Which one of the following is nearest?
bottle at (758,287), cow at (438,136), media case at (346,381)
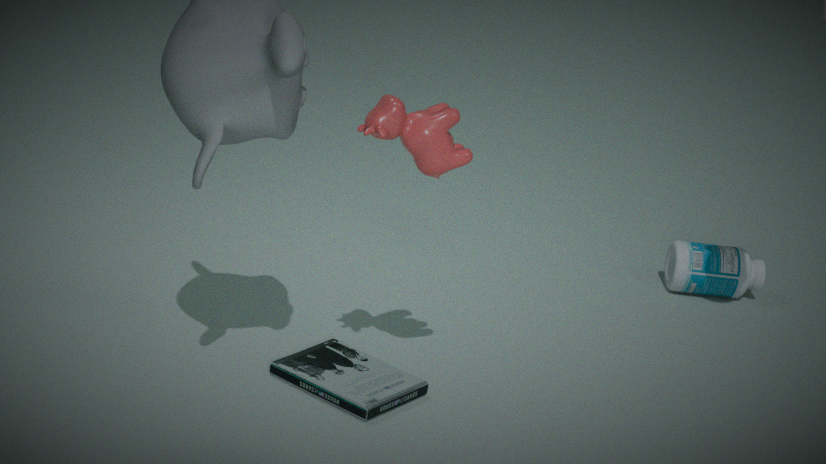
cow at (438,136)
